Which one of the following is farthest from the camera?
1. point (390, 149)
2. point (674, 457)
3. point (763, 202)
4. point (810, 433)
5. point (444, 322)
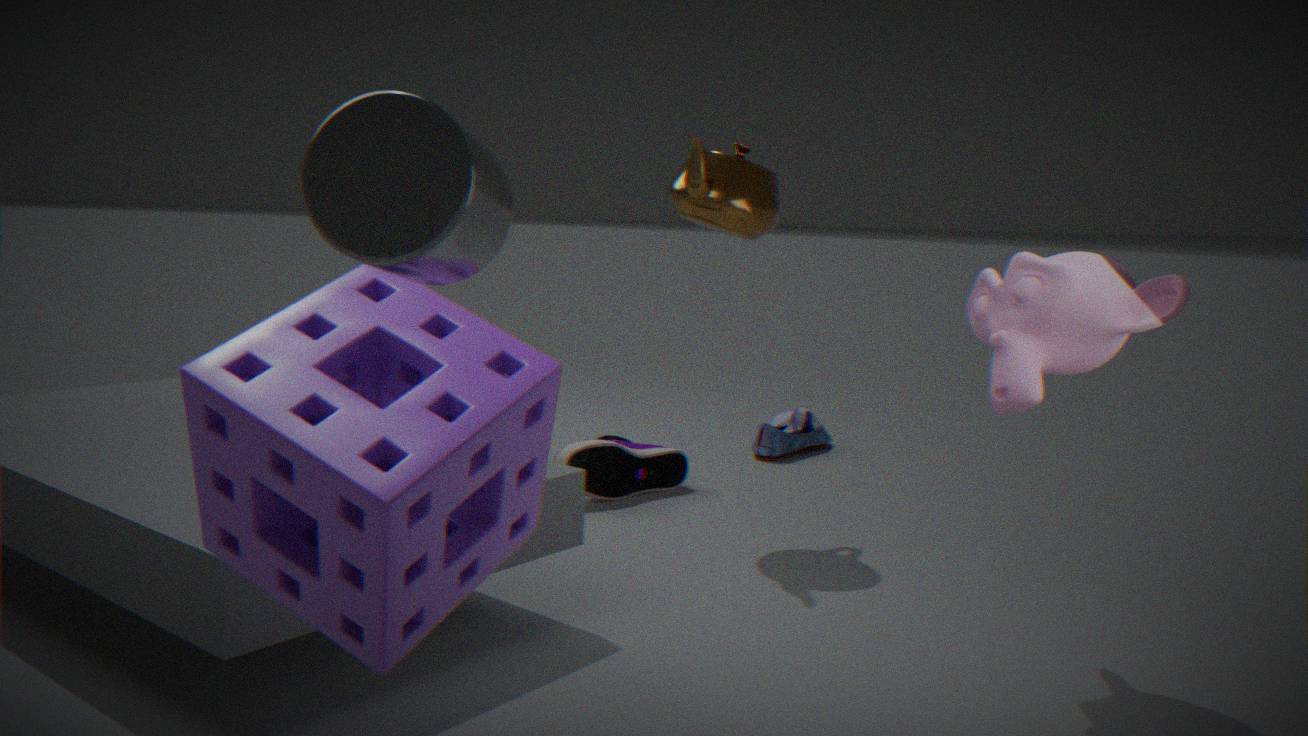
point (810, 433)
